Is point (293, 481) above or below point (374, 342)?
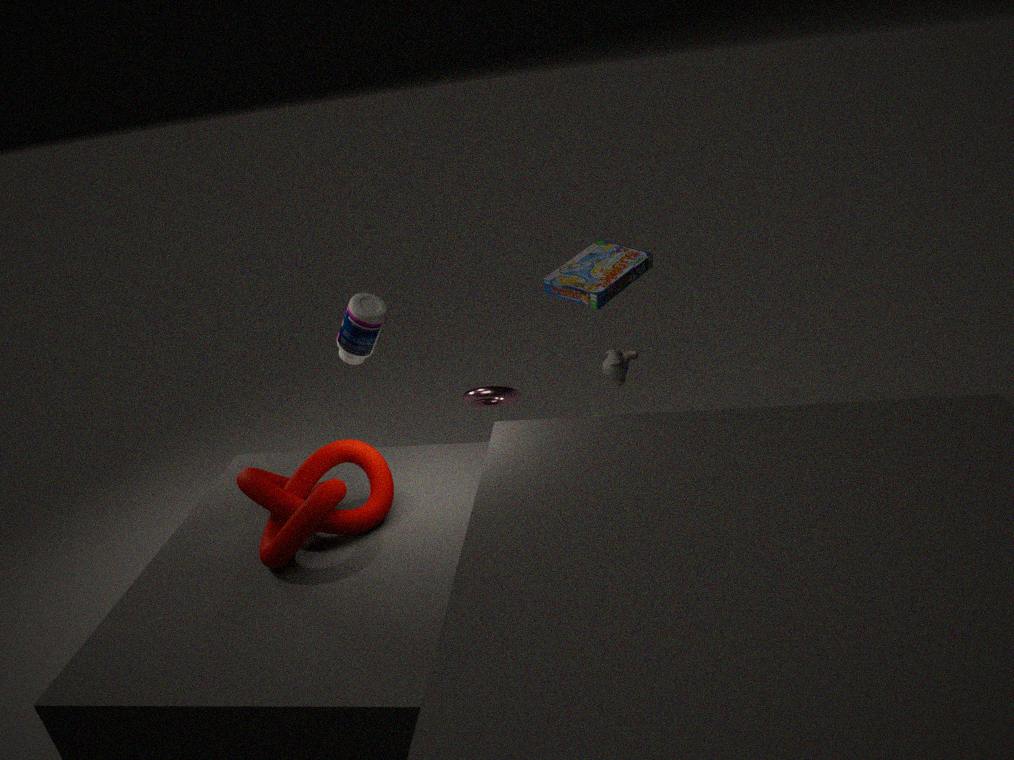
below
